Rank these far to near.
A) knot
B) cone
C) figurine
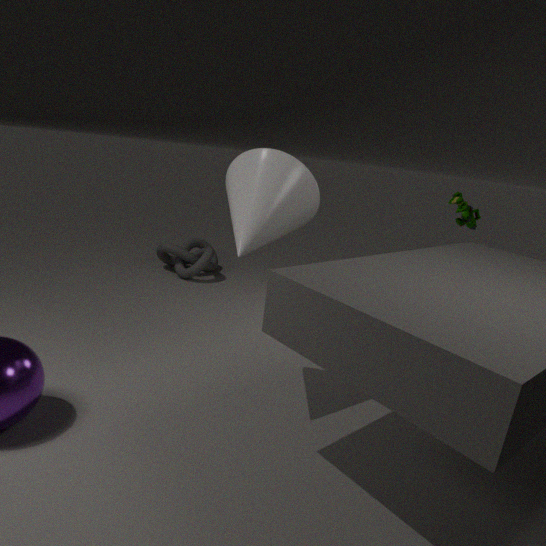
1. knot
2. figurine
3. cone
